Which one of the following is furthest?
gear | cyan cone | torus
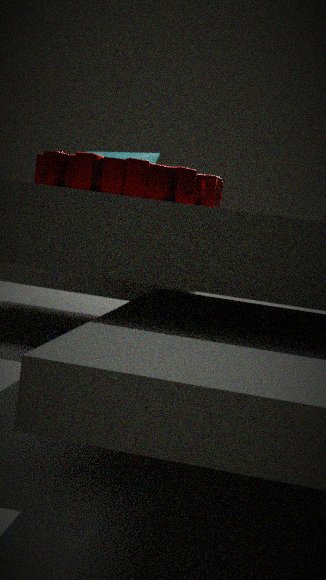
cyan cone
